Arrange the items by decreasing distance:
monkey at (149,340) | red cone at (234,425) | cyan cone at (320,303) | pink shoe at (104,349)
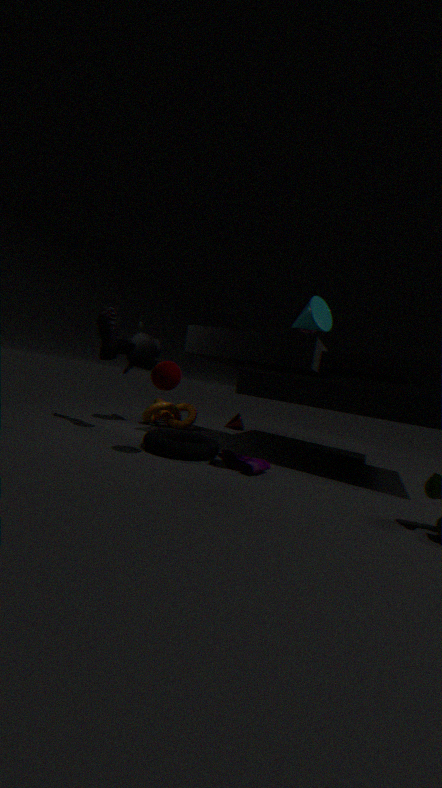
red cone at (234,425) → monkey at (149,340) → pink shoe at (104,349) → cyan cone at (320,303)
